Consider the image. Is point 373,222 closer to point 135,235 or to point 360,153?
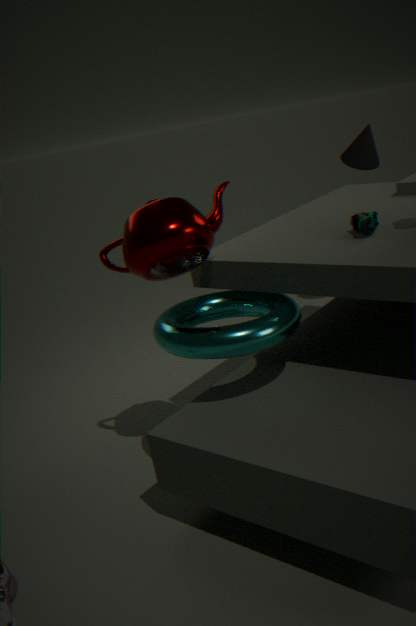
point 135,235
